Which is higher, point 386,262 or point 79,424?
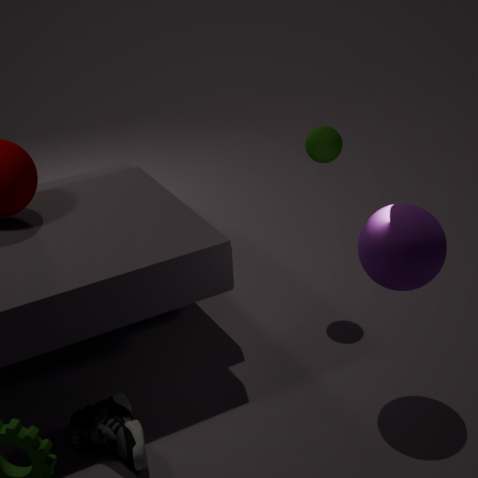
point 386,262
